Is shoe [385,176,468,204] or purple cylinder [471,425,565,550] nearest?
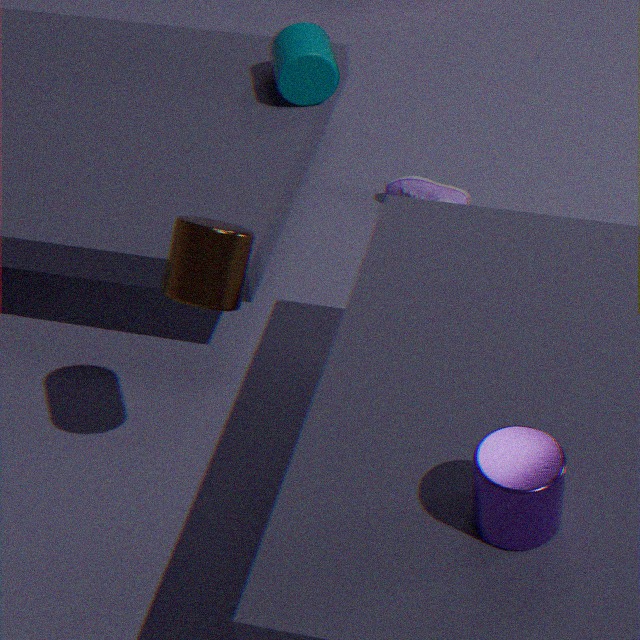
purple cylinder [471,425,565,550]
